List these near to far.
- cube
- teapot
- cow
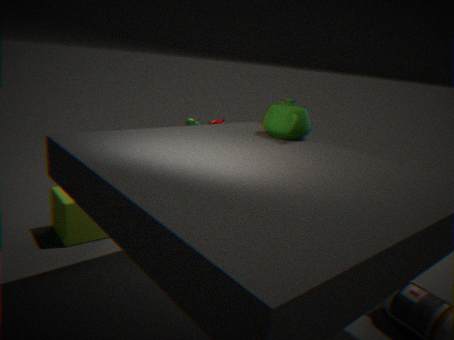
teapot < cube < cow
